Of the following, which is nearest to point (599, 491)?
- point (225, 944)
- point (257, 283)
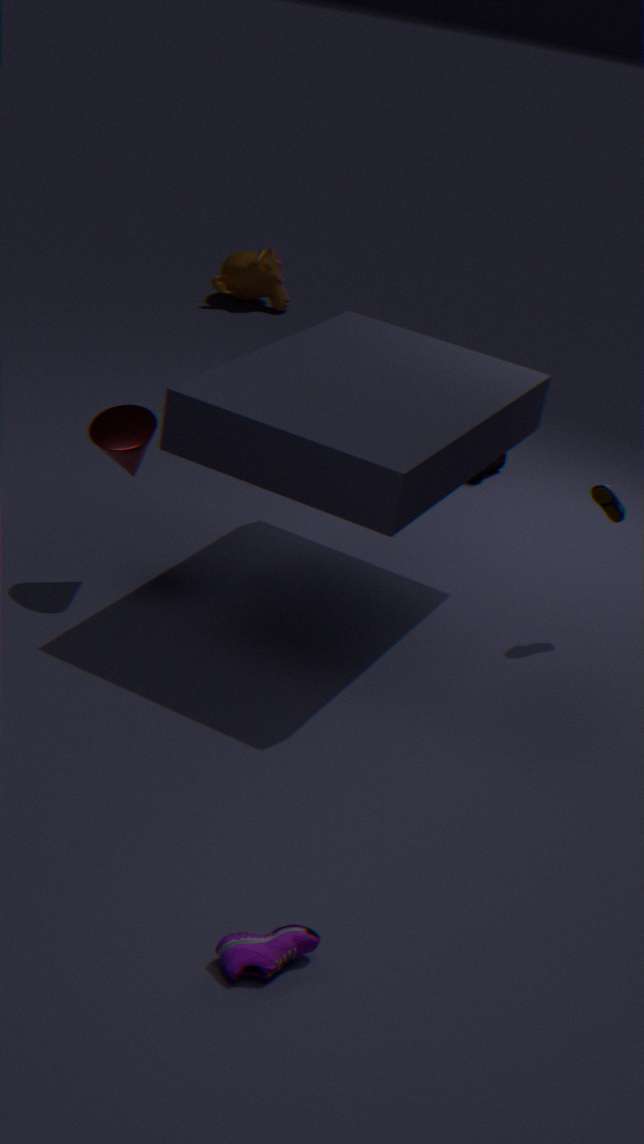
point (225, 944)
